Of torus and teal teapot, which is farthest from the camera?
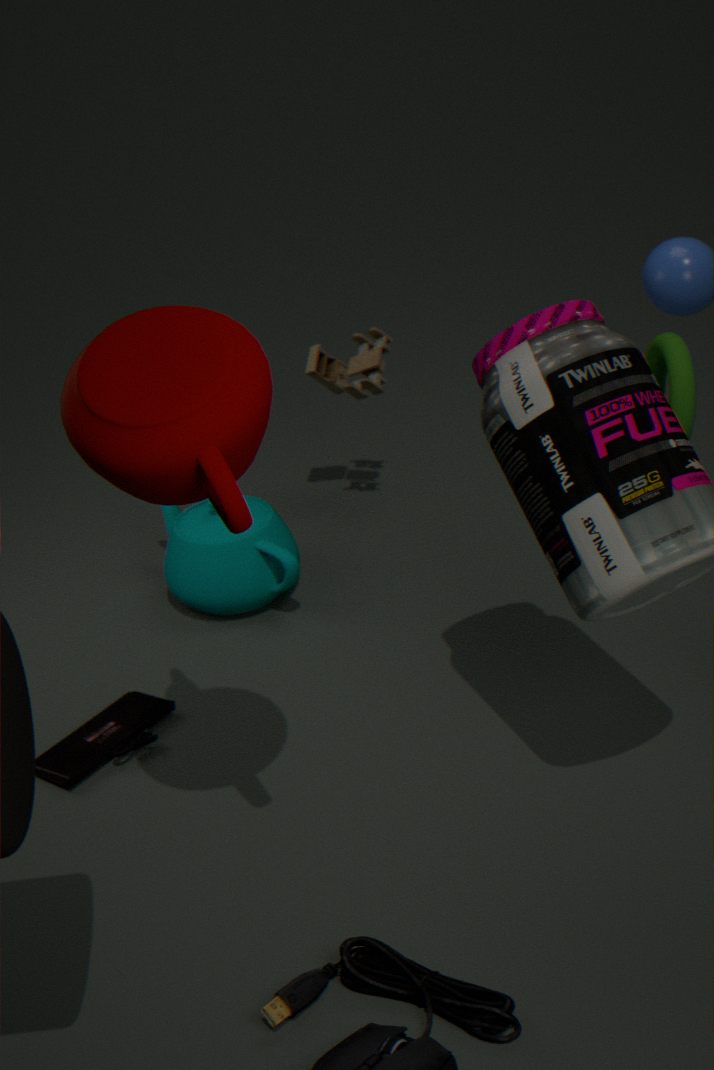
teal teapot
